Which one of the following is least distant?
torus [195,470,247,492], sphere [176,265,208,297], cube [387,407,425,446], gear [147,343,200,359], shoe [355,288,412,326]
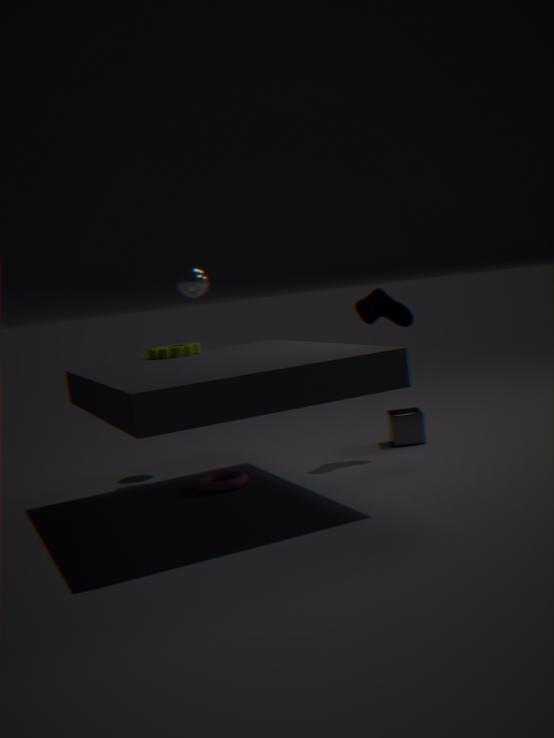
torus [195,470,247,492]
